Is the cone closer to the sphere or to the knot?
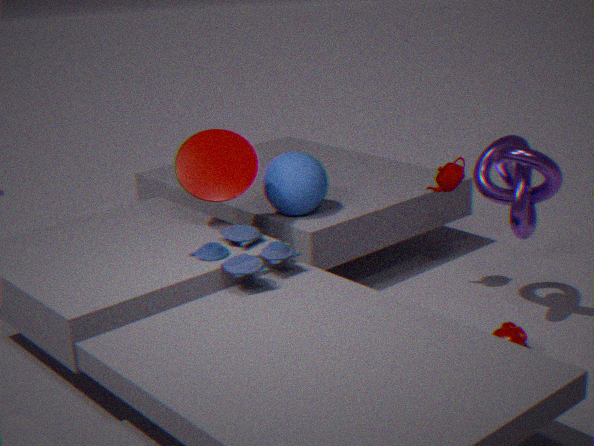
the sphere
